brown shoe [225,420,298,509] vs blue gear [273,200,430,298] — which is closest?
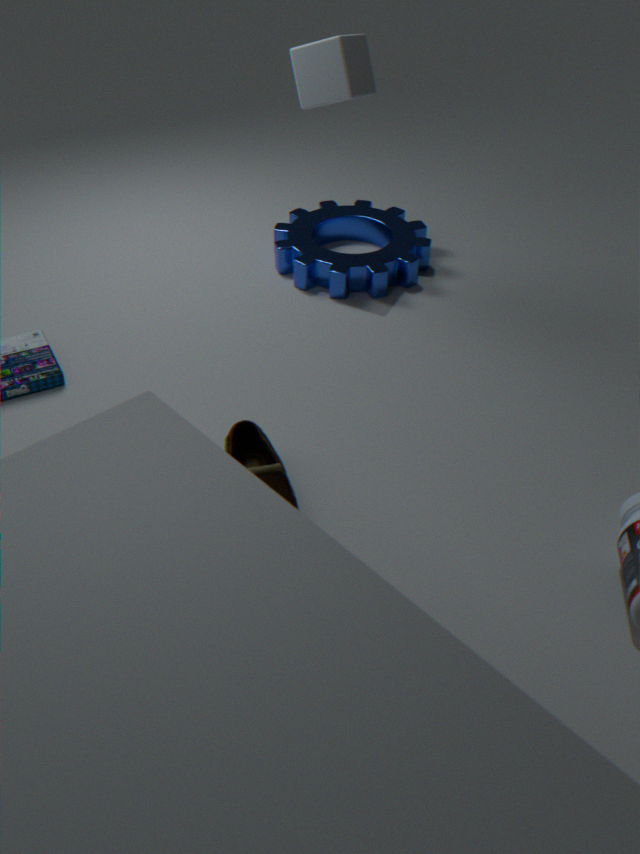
brown shoe [225,420,298,509]
